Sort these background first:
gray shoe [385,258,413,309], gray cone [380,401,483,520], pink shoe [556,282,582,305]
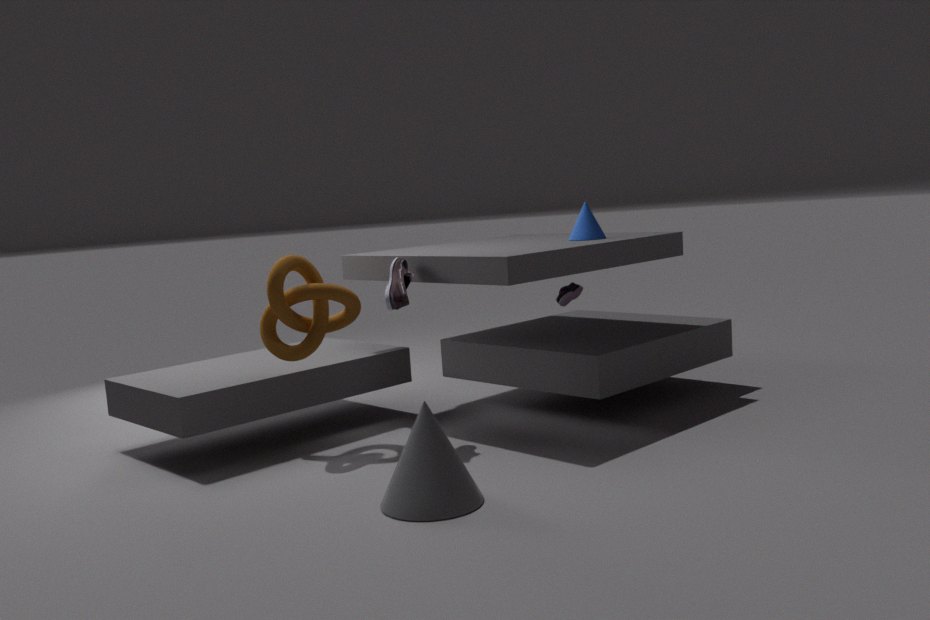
pink shoe [556,282,582,305]
gray shoe [385,258,413,309]
gray cone [380,401,483,520]
